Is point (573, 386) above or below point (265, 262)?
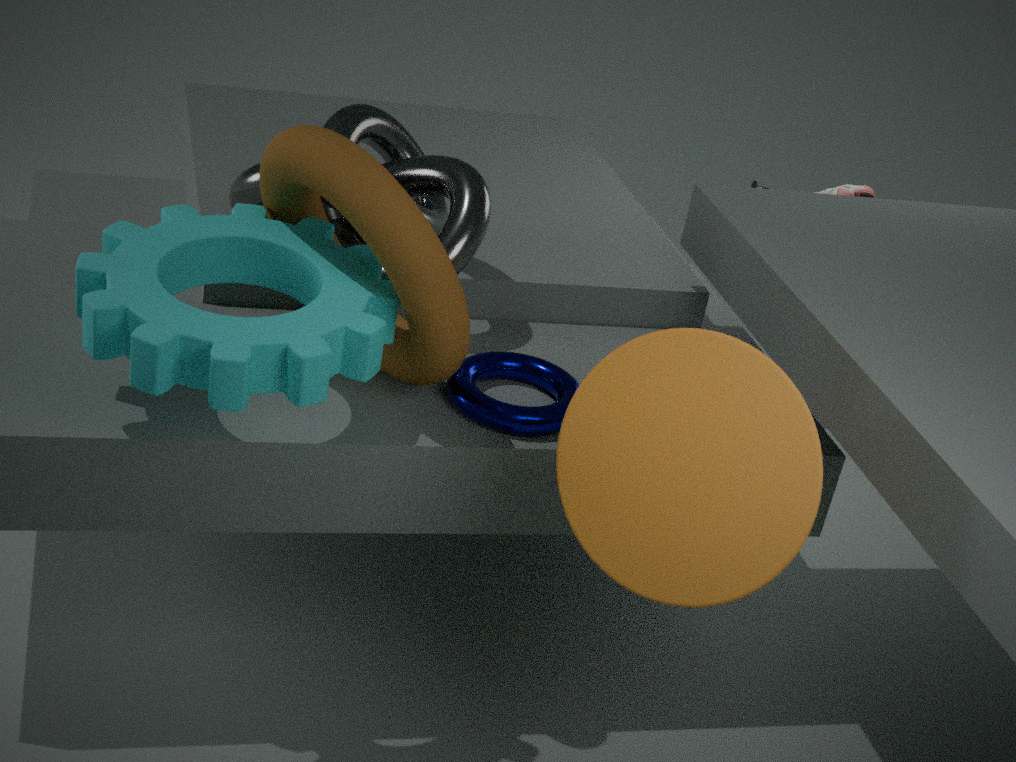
below
